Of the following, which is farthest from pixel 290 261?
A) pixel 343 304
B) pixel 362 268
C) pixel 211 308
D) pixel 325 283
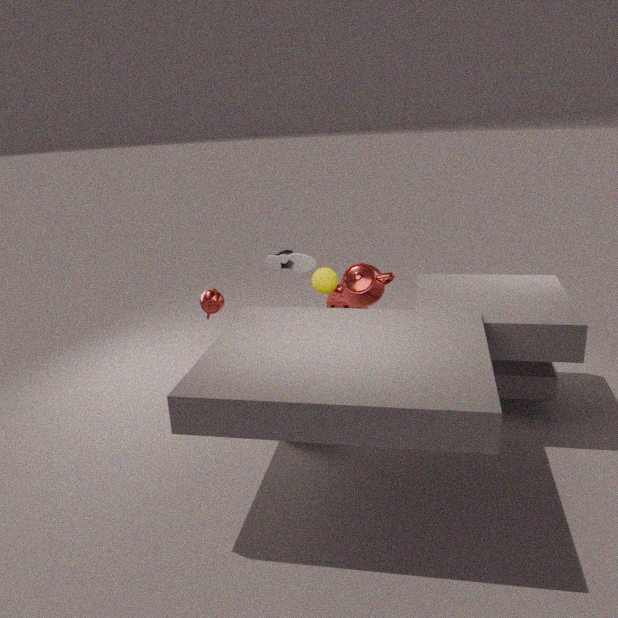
pixel 343 304
